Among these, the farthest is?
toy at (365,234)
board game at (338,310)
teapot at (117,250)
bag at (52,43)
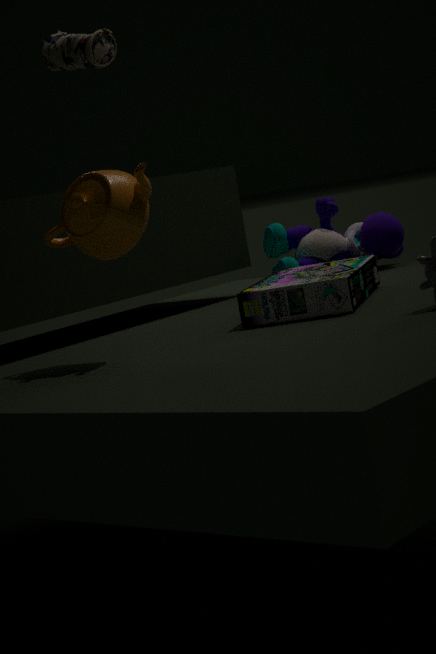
bag at (52,43)
